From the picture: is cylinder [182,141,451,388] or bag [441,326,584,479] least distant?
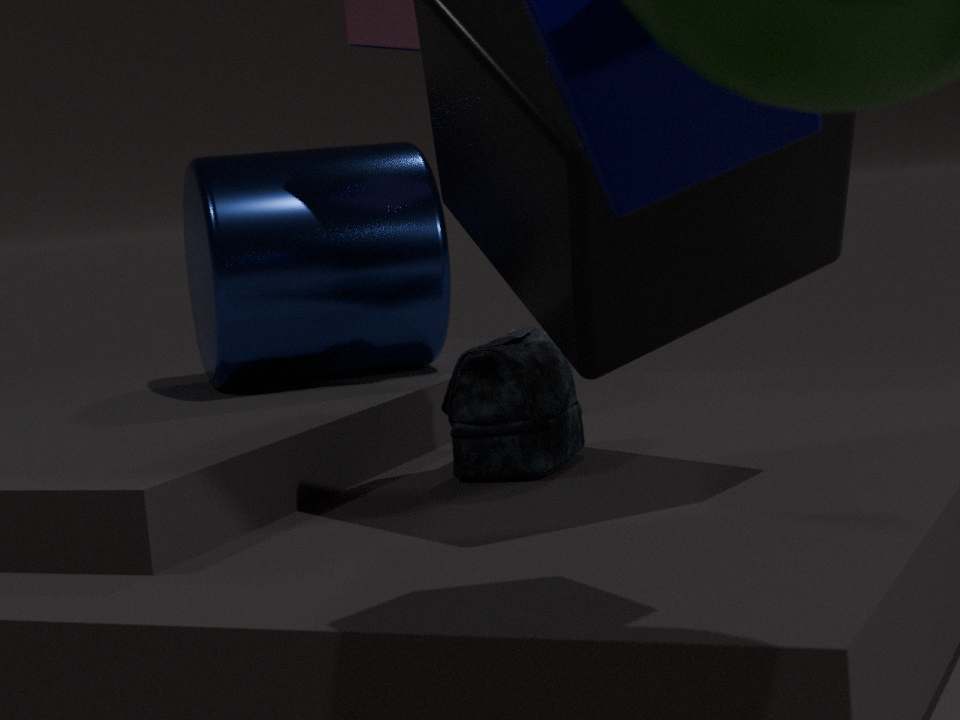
bag [441,326,584,479]
